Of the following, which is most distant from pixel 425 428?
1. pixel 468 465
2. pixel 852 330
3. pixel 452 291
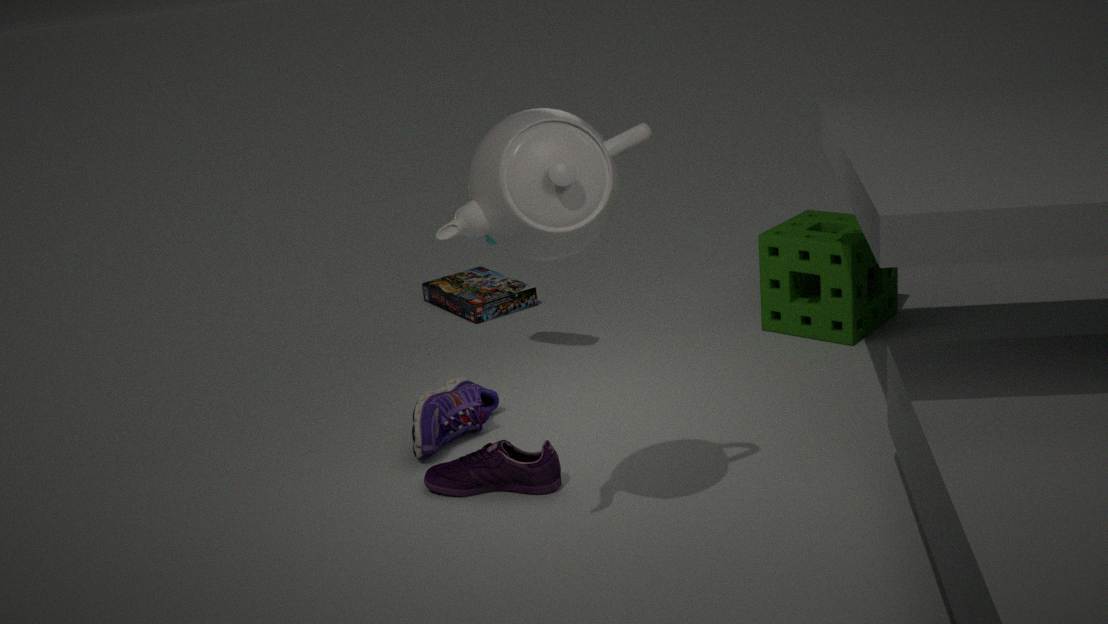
pixel 852 330
